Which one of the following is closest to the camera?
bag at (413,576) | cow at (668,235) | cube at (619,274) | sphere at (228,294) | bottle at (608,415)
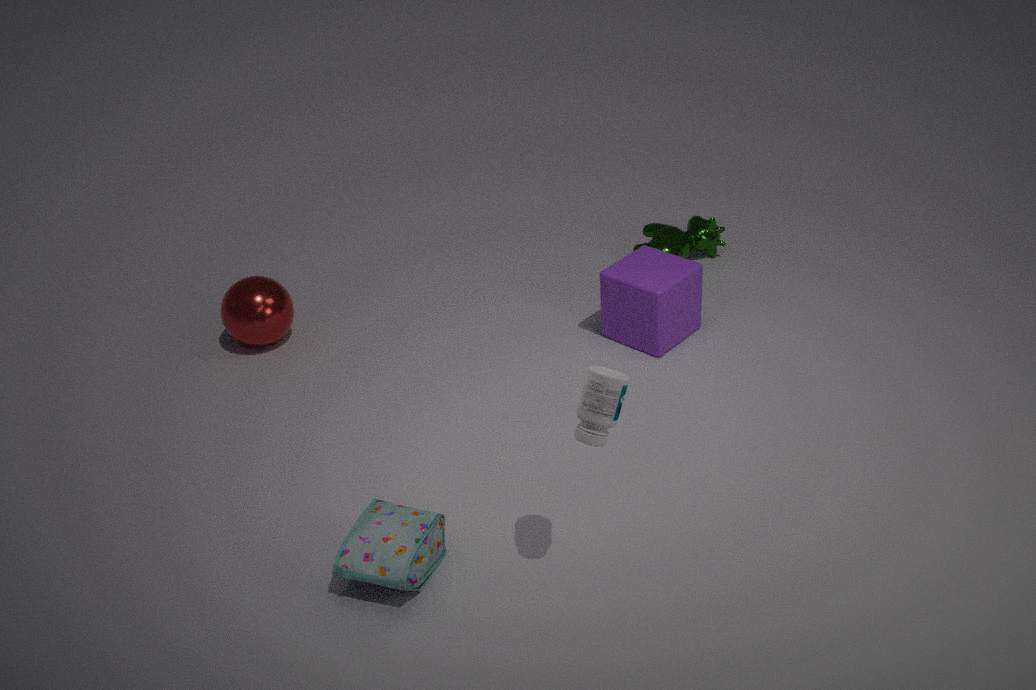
bottle at (608,415)
